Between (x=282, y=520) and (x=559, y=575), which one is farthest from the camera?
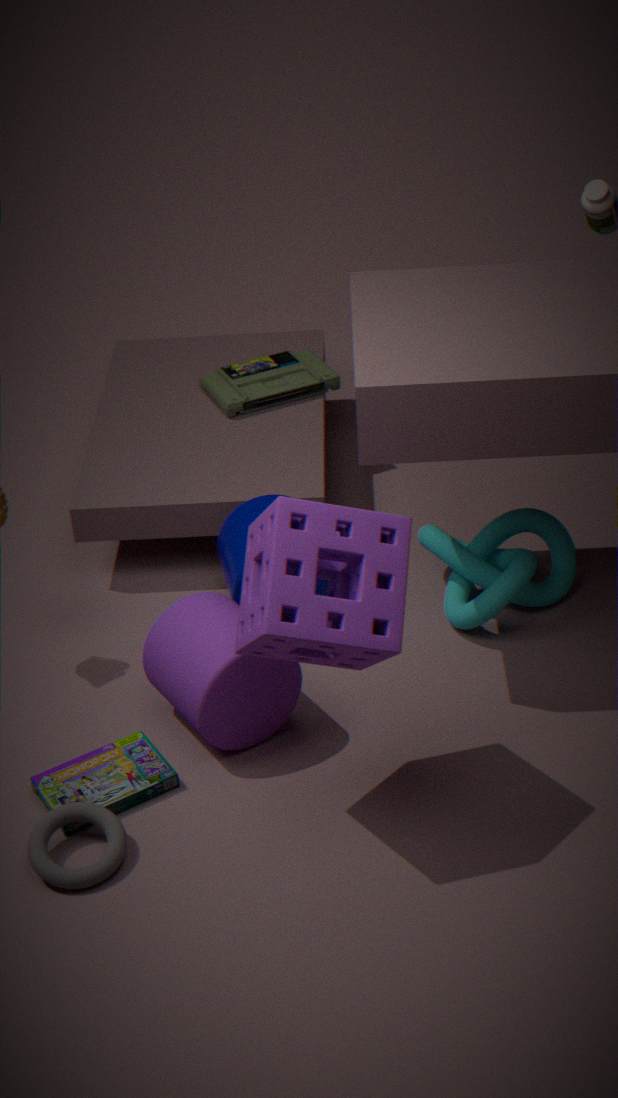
(x=559, y=575)
